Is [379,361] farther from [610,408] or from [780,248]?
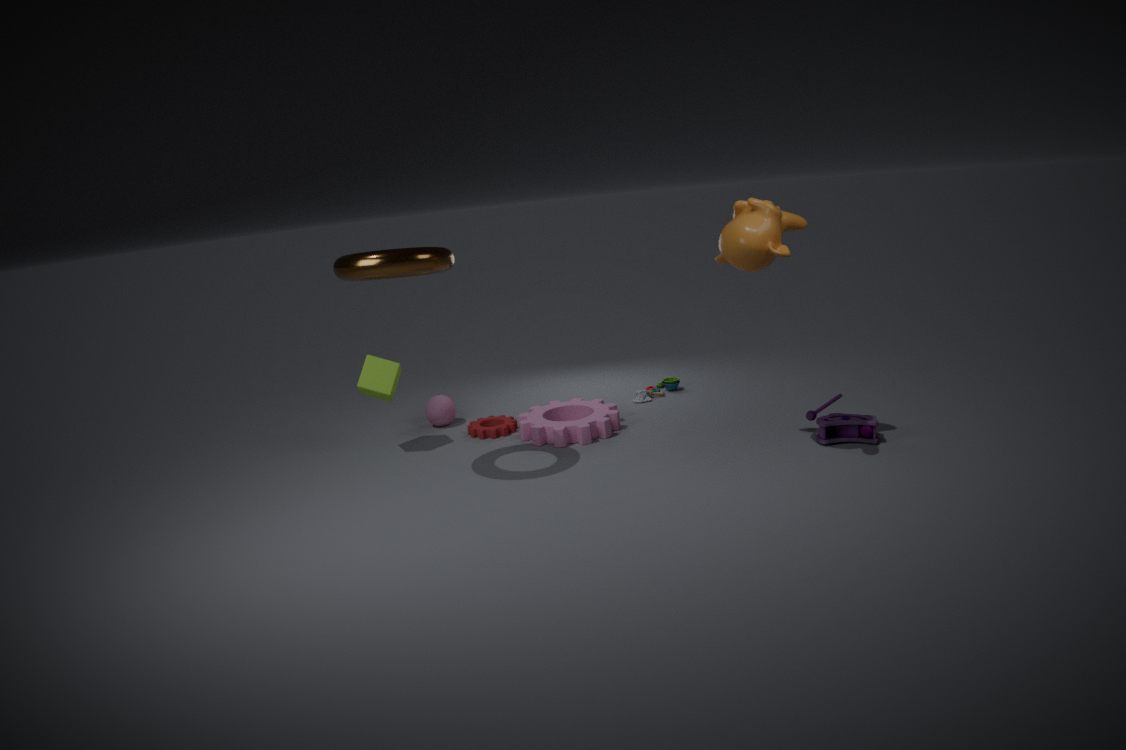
[780,248]
